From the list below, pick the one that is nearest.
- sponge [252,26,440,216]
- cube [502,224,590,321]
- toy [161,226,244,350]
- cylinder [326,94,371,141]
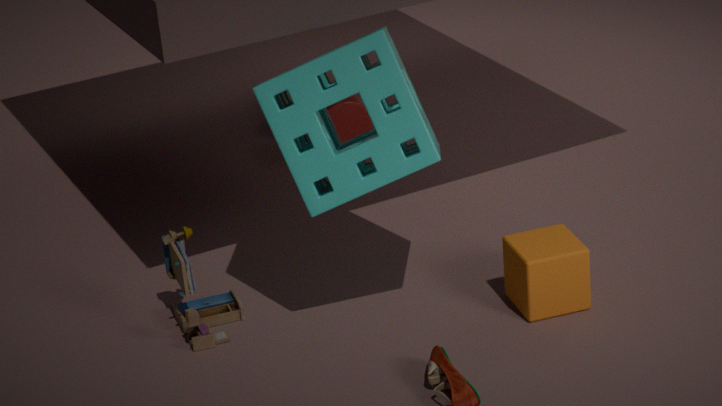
sponge [252,26,440,216]
